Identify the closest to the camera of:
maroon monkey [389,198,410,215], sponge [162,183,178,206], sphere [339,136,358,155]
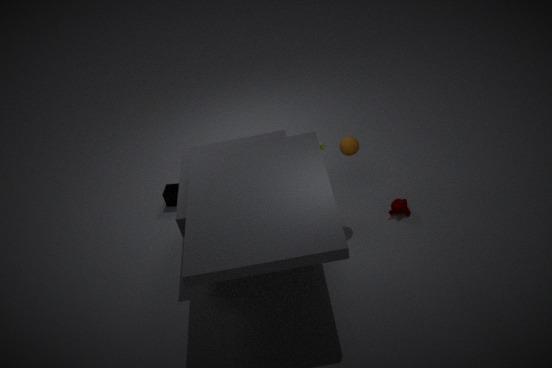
sphere [339,136,358,155]
